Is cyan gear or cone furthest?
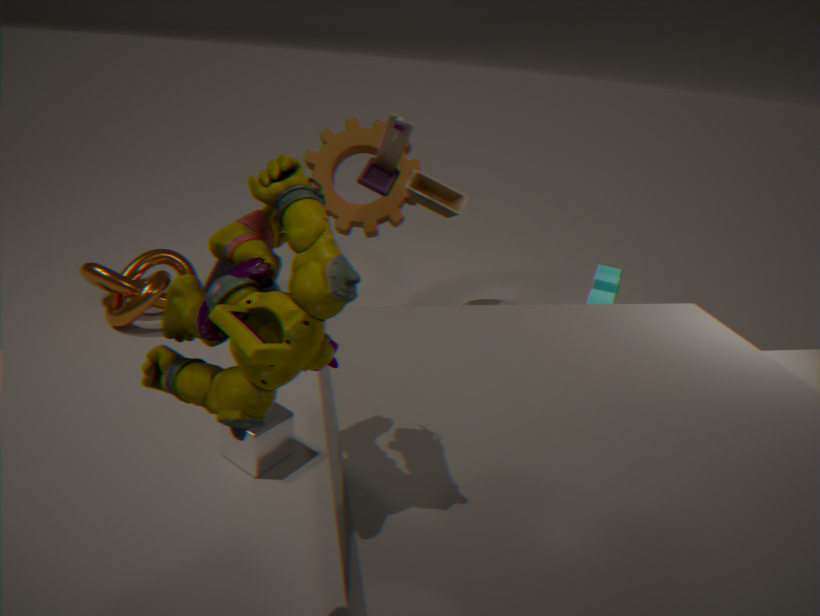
cone
